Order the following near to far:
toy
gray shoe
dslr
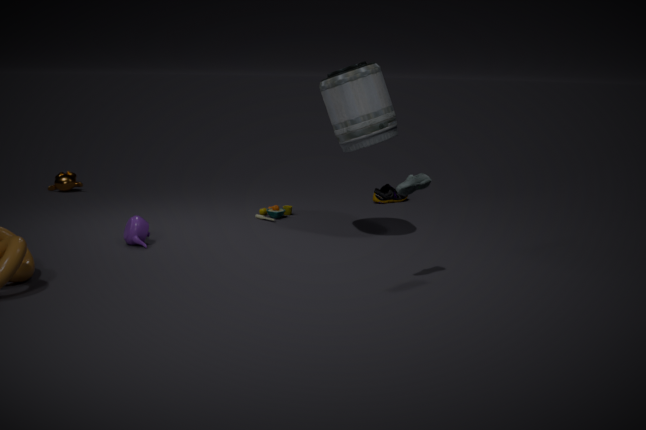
gray shoe, dslr, toy
